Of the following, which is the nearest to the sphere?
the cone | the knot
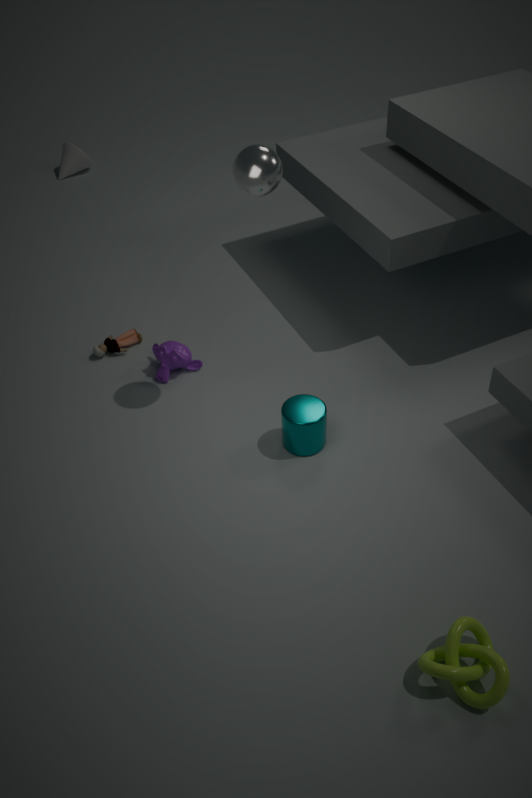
the knot
